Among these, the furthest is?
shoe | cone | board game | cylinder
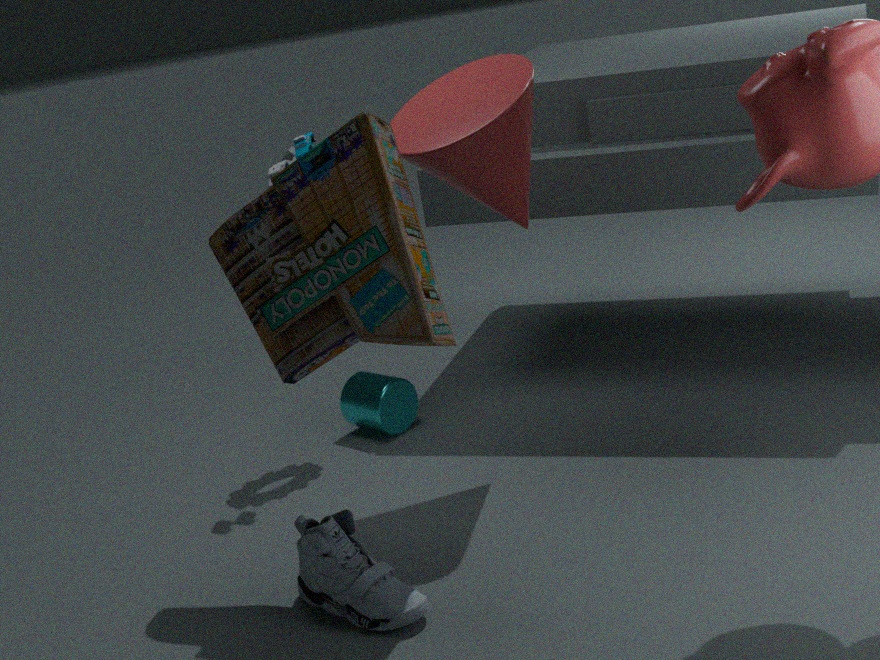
cylinder
